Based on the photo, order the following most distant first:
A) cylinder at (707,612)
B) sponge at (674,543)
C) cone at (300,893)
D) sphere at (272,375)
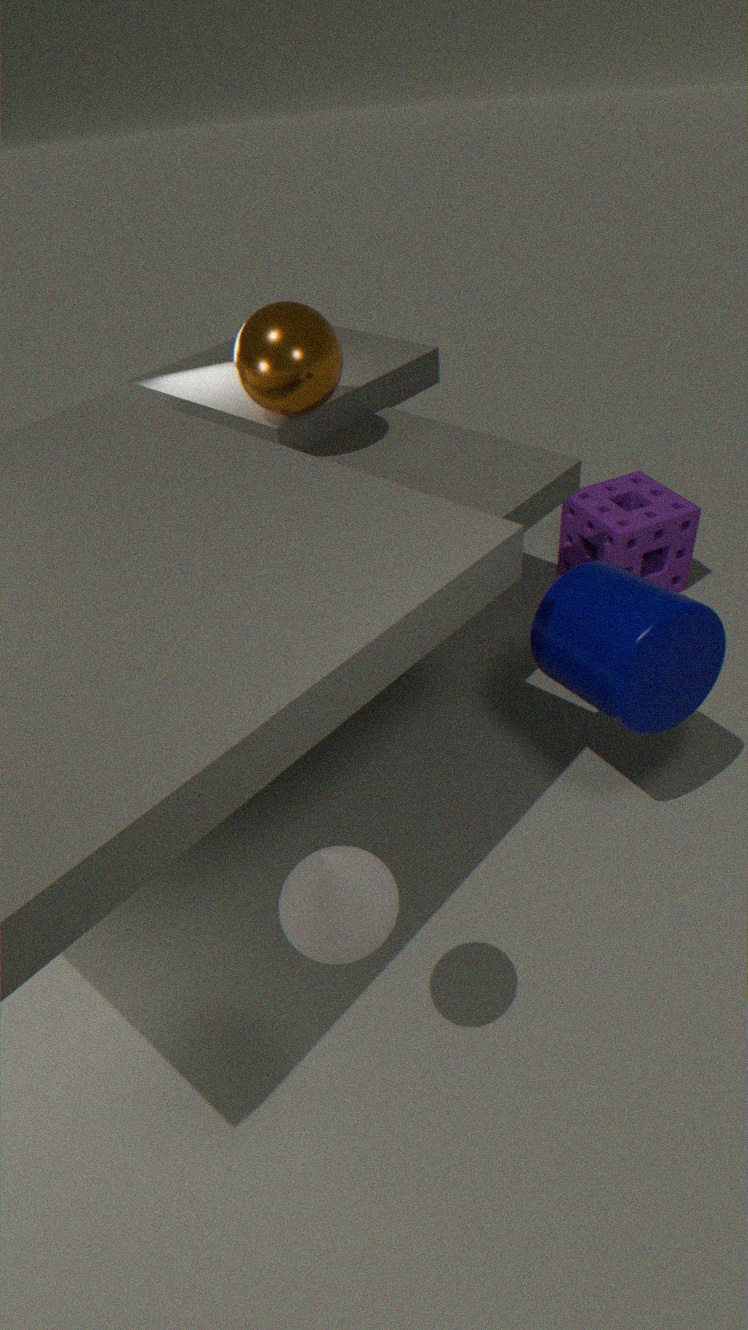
sponge at (674,543), sphere at (272,375), cylinder at (707,612), cone at (300,893)
